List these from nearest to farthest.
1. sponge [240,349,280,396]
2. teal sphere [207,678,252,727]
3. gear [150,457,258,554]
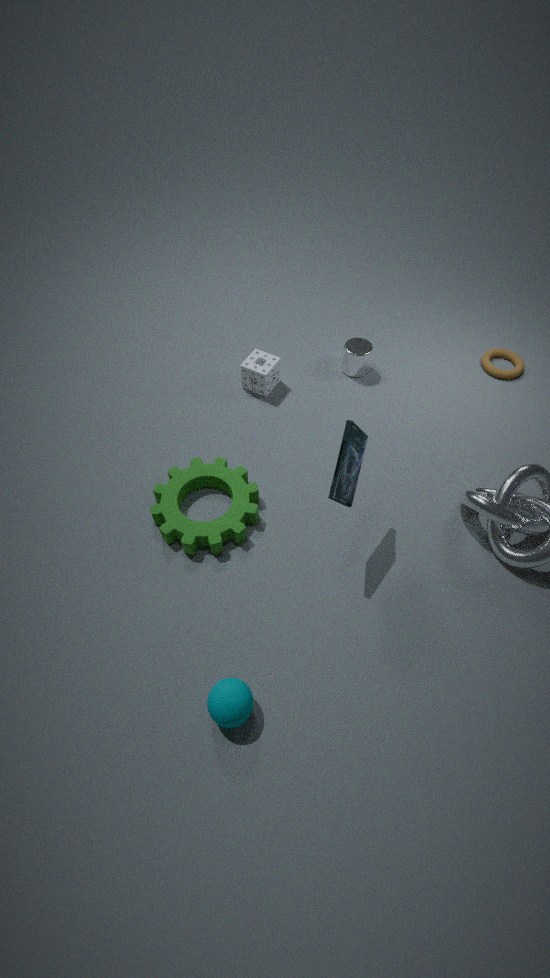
teal sphere [207,678,252,727]
gear [150,457,258,554]
sponge [240,349,280,396]
